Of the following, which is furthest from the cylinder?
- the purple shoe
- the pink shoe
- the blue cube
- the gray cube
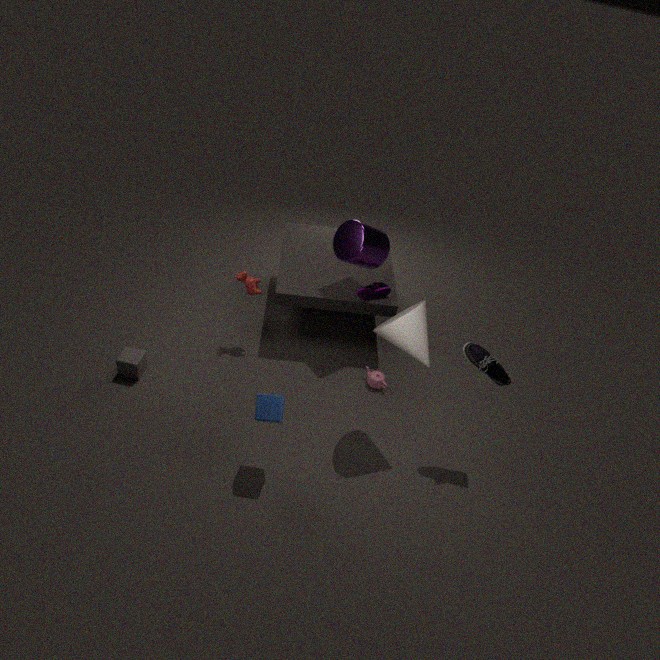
the gray cube
